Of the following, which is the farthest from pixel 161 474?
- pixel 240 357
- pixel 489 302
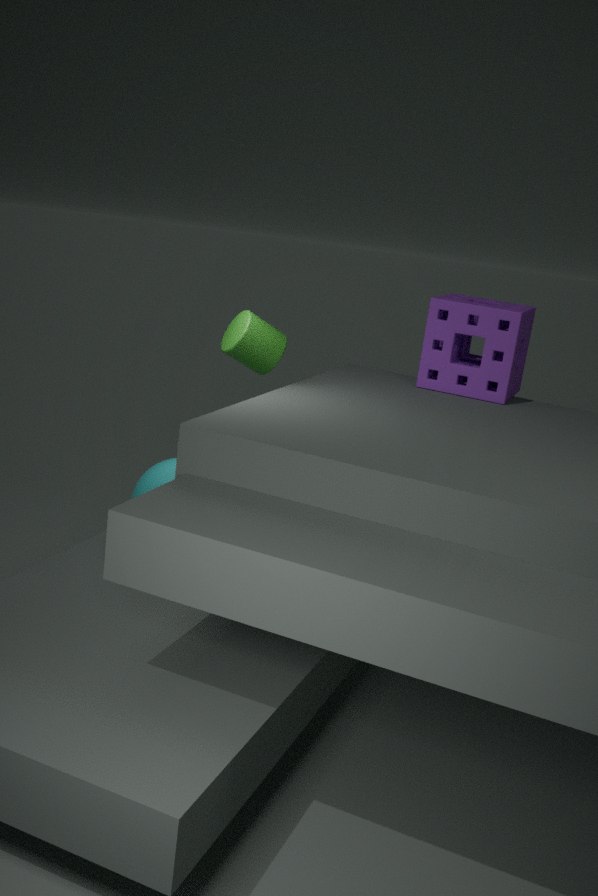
pixel 489 302
